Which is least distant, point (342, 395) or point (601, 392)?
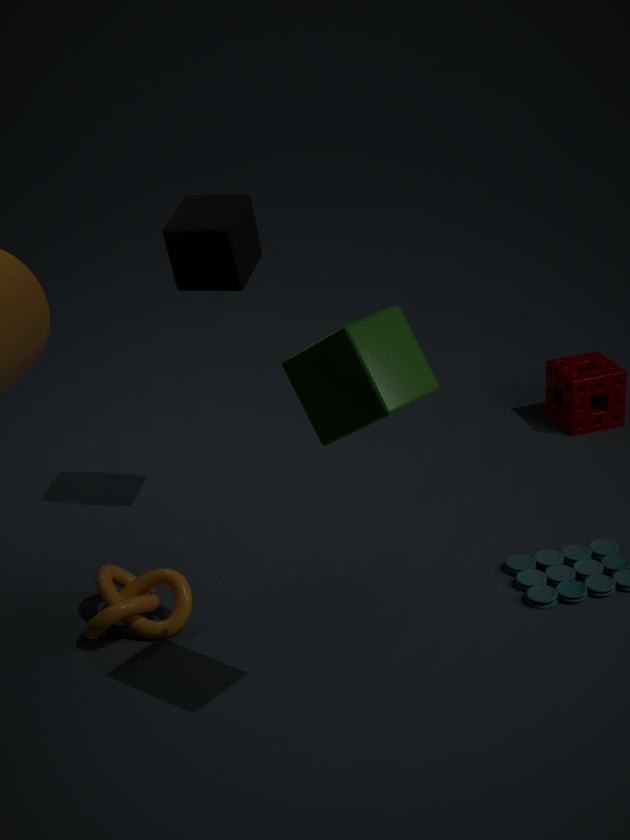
point (342, 395)
